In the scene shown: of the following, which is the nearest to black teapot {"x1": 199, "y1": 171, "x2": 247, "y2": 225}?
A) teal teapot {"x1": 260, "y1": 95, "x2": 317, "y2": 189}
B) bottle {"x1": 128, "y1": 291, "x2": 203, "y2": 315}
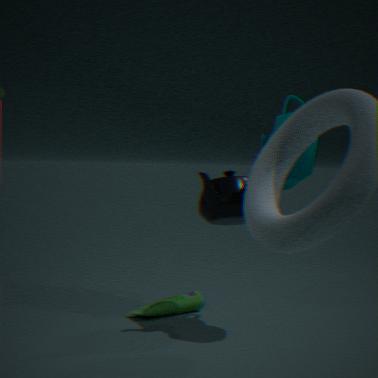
teal teapot {"x1": 260, "y1": 95, "x2": 317, "y2": 189}
